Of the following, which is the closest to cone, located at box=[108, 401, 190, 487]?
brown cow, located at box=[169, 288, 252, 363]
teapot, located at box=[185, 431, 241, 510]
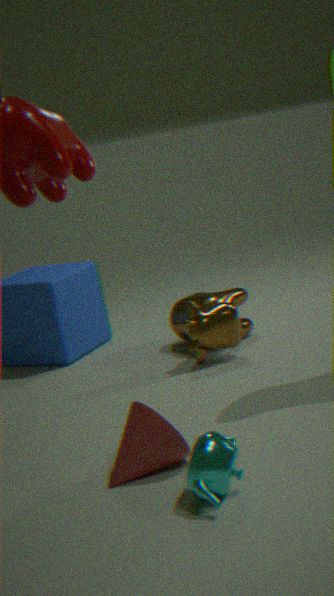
teapot, located at box=[185, 431, 241, 510]
